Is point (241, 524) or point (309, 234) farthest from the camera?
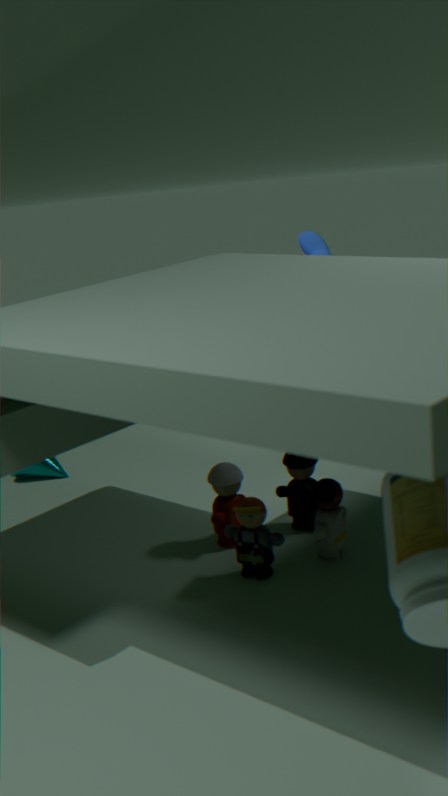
point (309, 234)
